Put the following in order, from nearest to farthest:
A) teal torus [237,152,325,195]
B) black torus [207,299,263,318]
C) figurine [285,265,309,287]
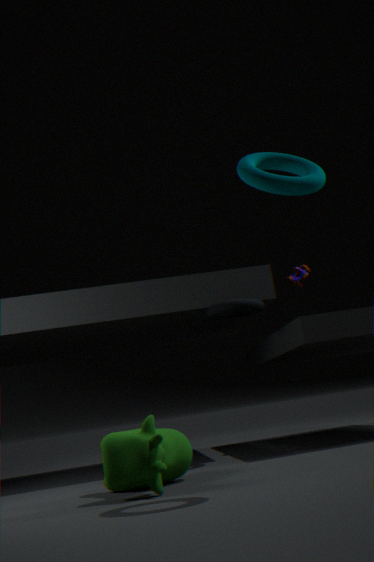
teal torus [237,152,325,195]
black torus [207,299,263,318]
figurine [285,265,309,287]
